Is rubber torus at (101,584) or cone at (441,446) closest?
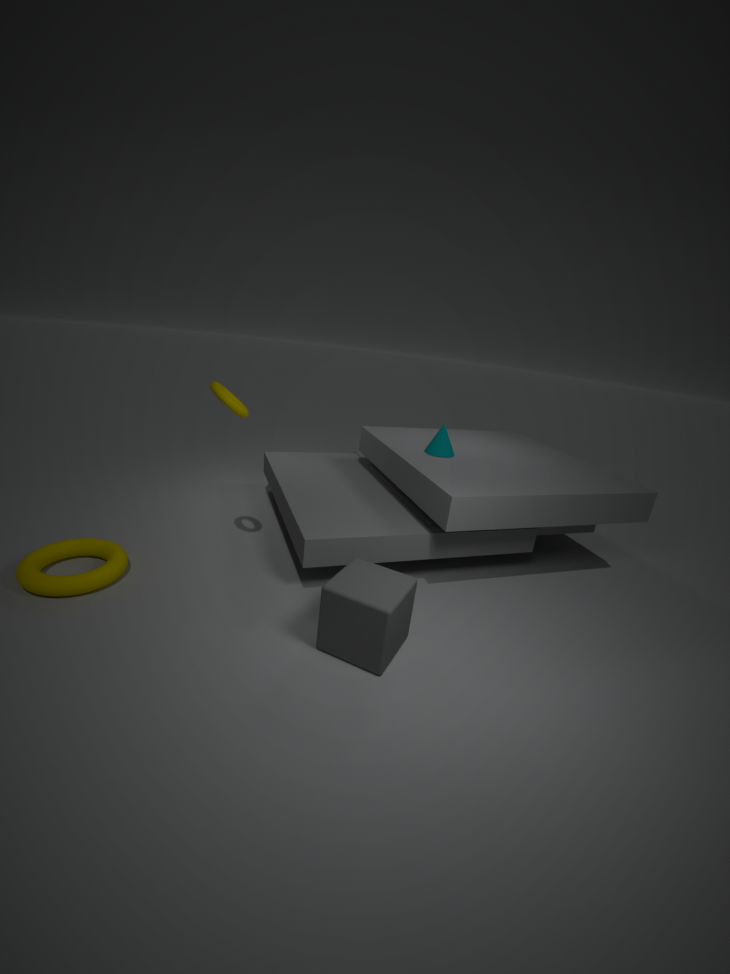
rubber torus at (101,584)
